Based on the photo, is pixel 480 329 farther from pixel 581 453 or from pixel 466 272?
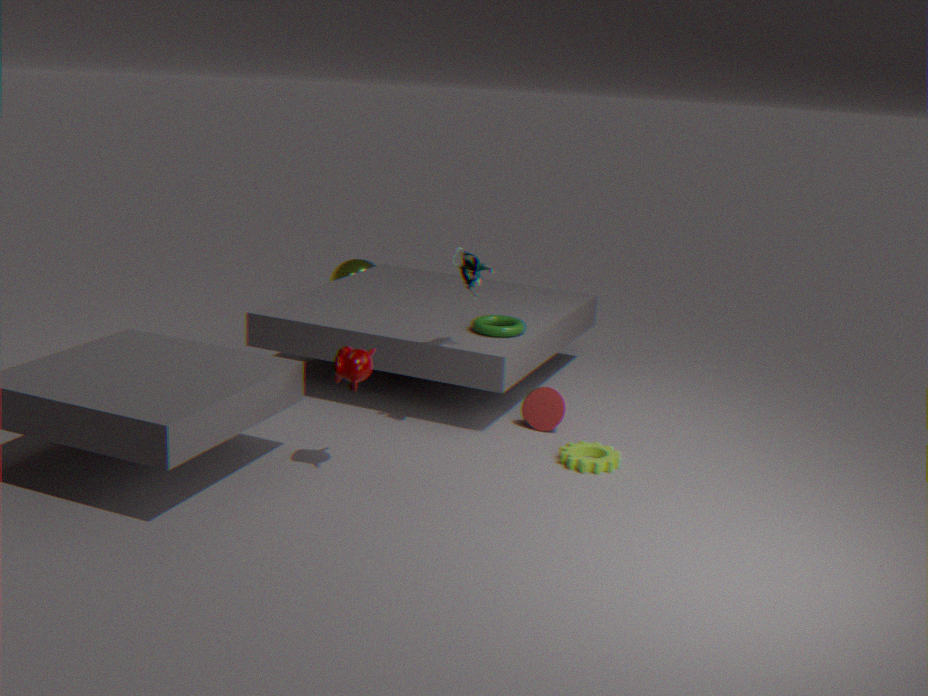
pixel 581 453
